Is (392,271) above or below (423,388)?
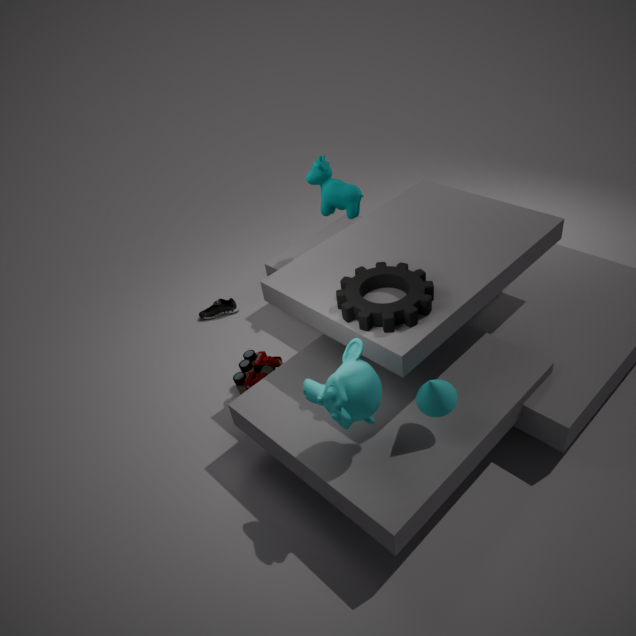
above
